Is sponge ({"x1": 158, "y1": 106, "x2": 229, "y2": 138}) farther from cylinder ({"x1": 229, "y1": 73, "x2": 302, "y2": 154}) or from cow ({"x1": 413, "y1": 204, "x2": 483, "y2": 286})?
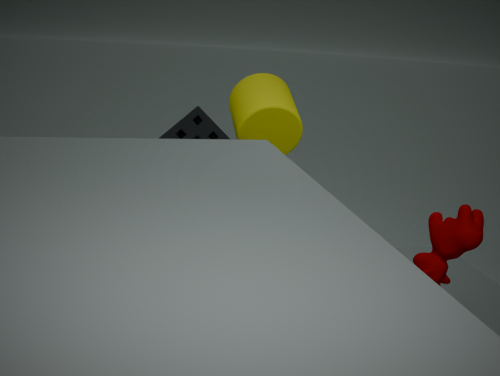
cow ({"x1": 413, "y1": 204, "x2": 483, "y2": 286})
